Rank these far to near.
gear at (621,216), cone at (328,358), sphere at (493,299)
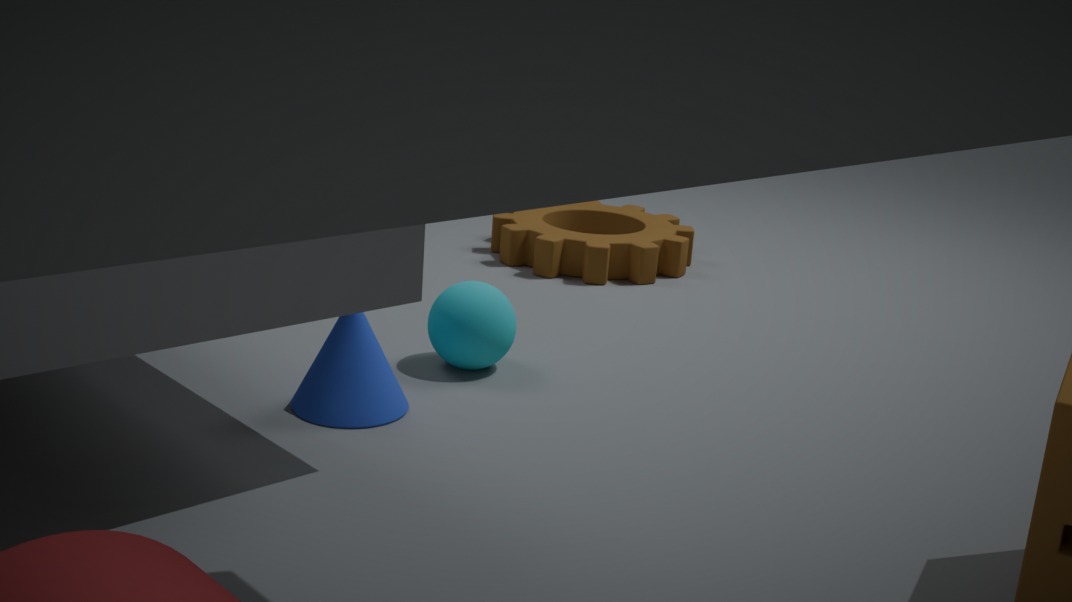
gear at (621,216) → sphere at (493,299) → cone at (328,358)
